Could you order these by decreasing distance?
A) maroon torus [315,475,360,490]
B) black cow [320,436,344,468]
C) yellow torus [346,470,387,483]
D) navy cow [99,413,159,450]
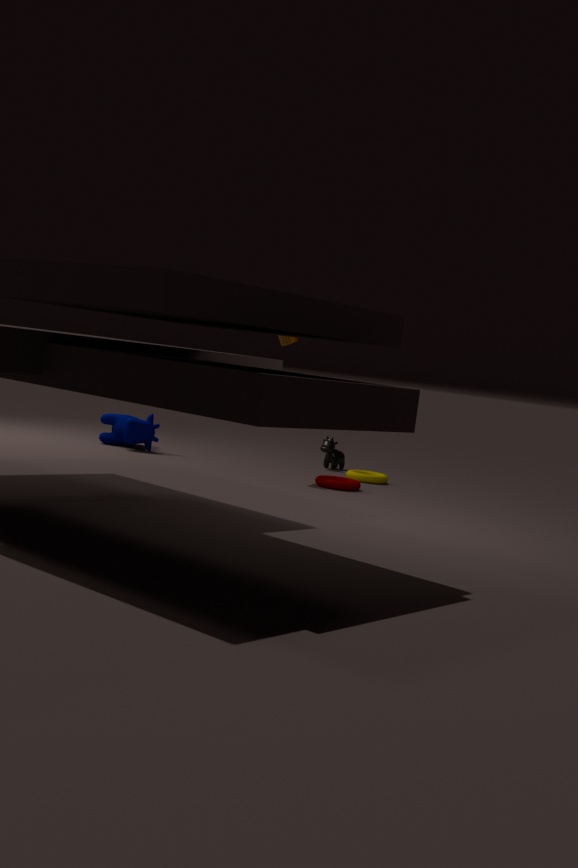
black cow [320,436,344,468] → navy cow [99,413,159,450] → yellow torus [346,470,387,483] → maroon torus [315,475,360,490]
